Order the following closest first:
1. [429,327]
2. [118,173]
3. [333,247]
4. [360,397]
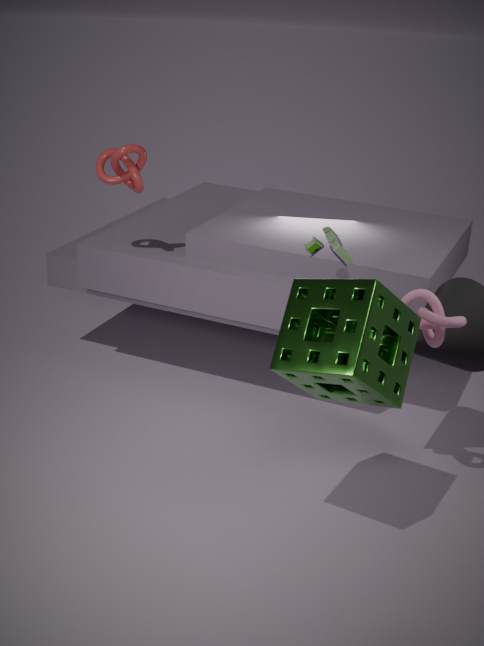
[360,397] → [429,327] → [333,247] → [118,173]
